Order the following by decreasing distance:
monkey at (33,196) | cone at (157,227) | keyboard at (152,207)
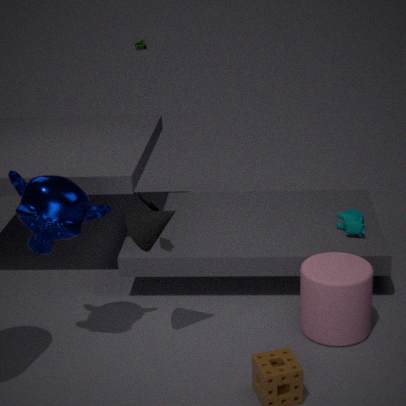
keyboard at (152,207), cone at (157,227), monkey at (33,196)
